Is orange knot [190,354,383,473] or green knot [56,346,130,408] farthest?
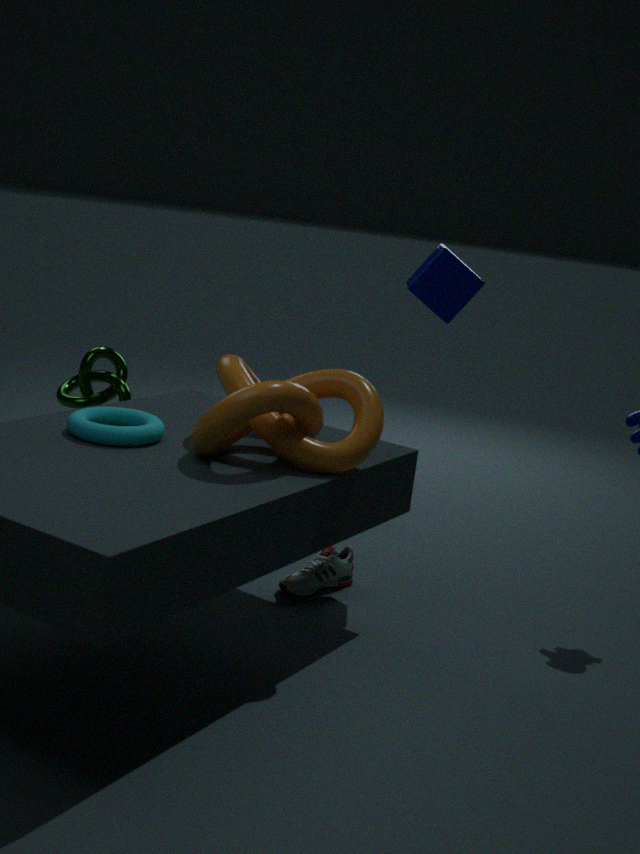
green knot [56,346,130,408]
